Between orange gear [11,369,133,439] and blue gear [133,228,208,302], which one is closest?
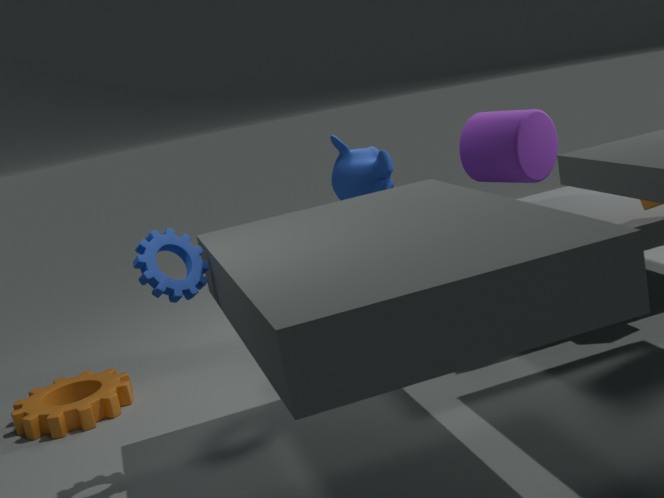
blue gear [133,228,208,302]
